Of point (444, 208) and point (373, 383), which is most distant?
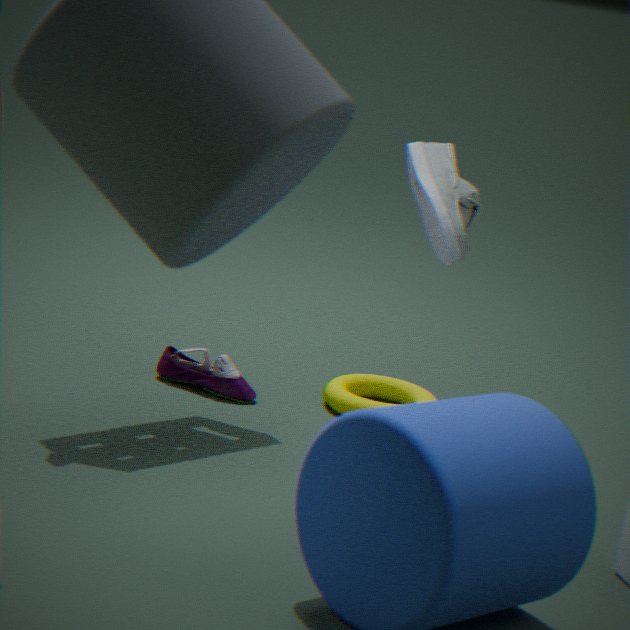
point (373, 383)
